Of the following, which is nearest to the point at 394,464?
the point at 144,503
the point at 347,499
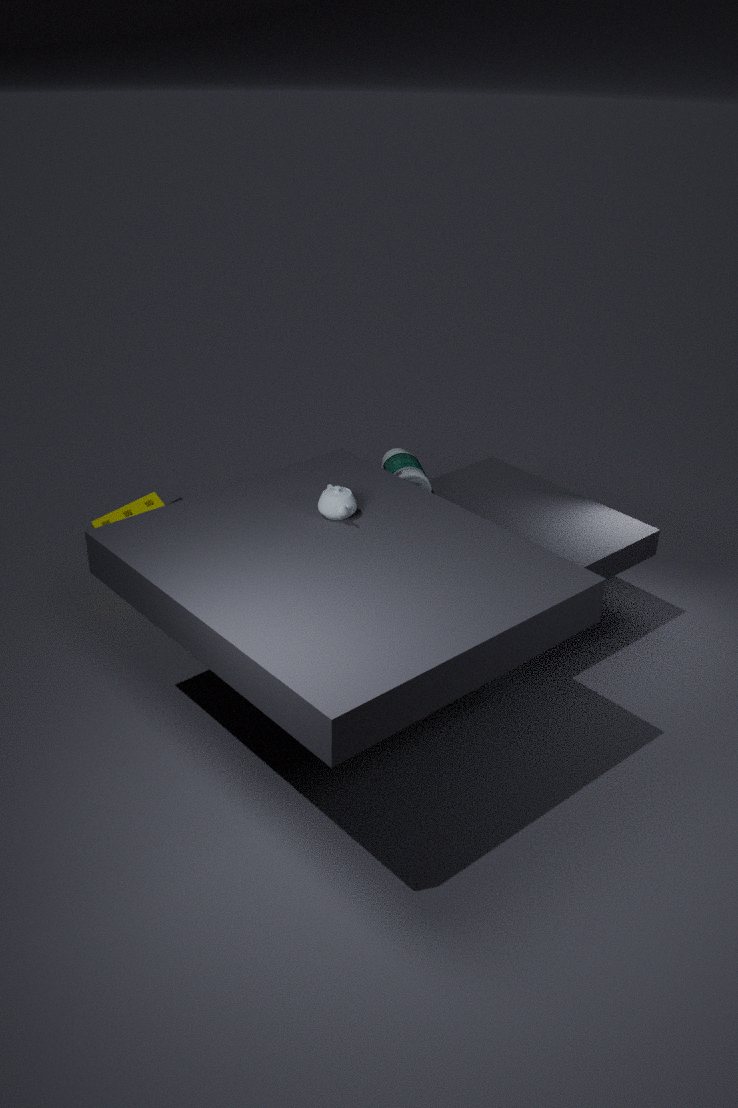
the point at 347,499
